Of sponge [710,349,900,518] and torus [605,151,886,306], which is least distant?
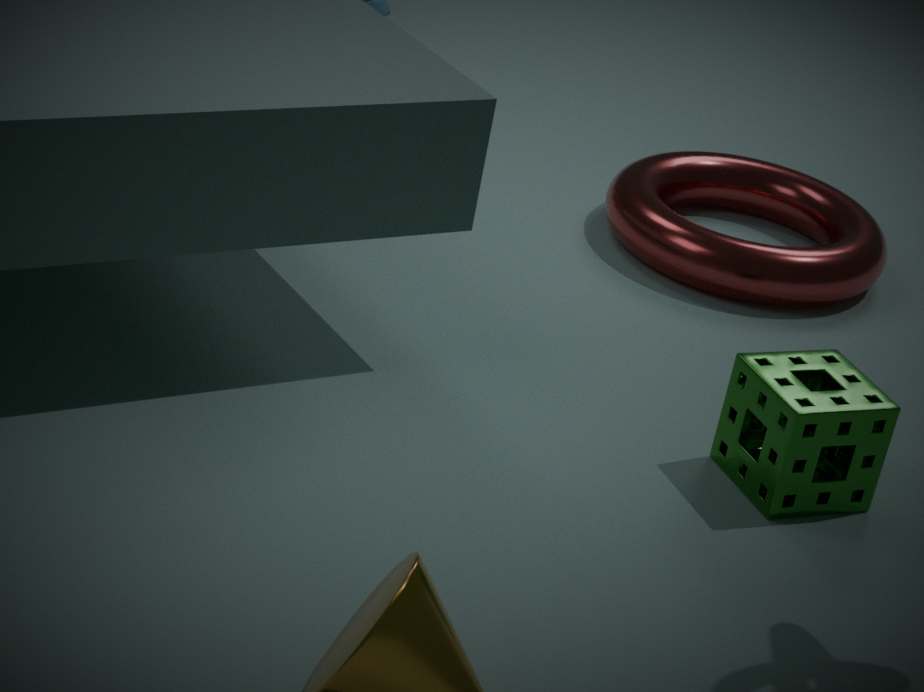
sponge [710,349,900,518]
